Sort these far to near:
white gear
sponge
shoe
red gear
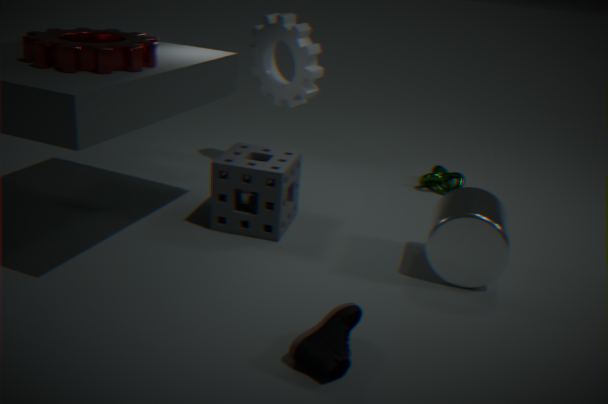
white gear → sponge → red gear → shoe
